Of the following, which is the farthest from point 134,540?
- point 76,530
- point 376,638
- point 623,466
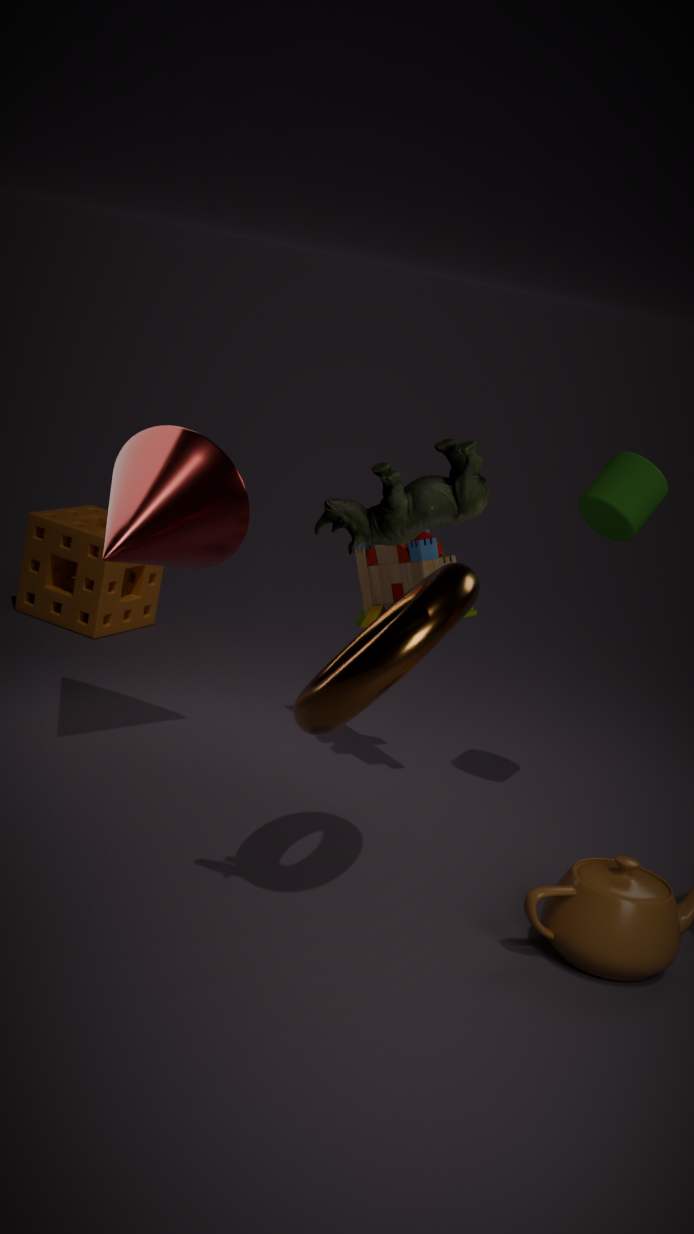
point 76,530
